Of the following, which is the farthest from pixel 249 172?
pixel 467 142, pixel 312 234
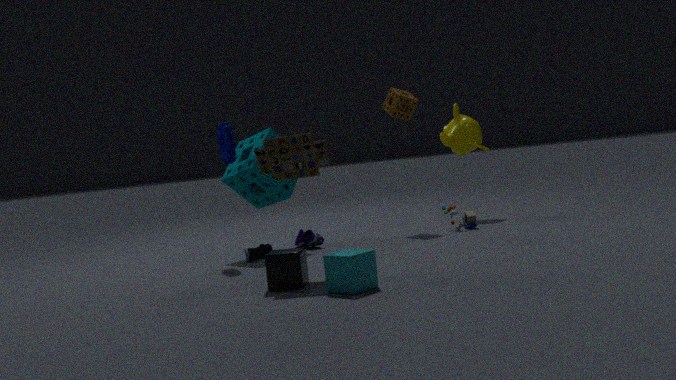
pixel 467 142
